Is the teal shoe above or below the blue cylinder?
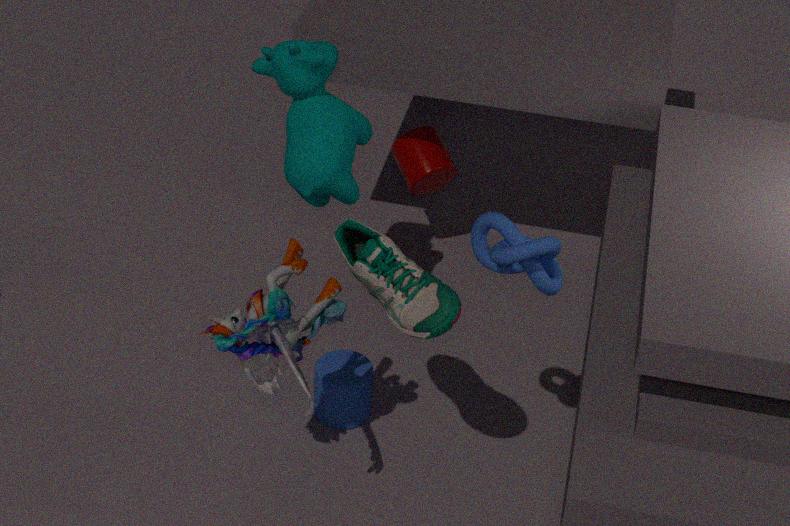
above
